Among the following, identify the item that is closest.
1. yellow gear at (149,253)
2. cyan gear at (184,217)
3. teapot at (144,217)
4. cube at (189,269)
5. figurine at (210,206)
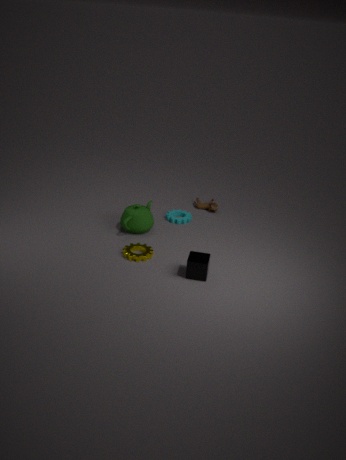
cube at (189,269)
